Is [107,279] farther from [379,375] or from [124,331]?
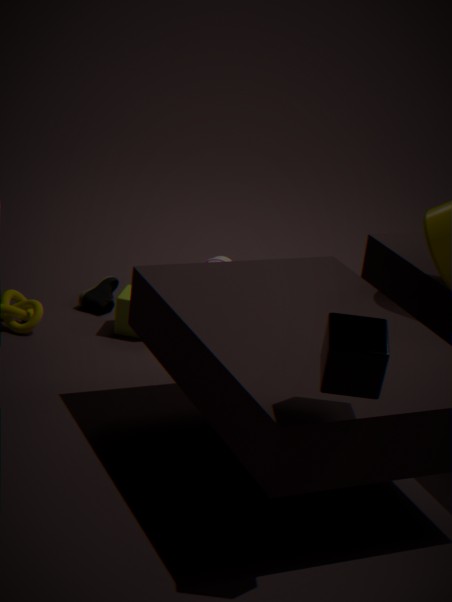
[379,375]
